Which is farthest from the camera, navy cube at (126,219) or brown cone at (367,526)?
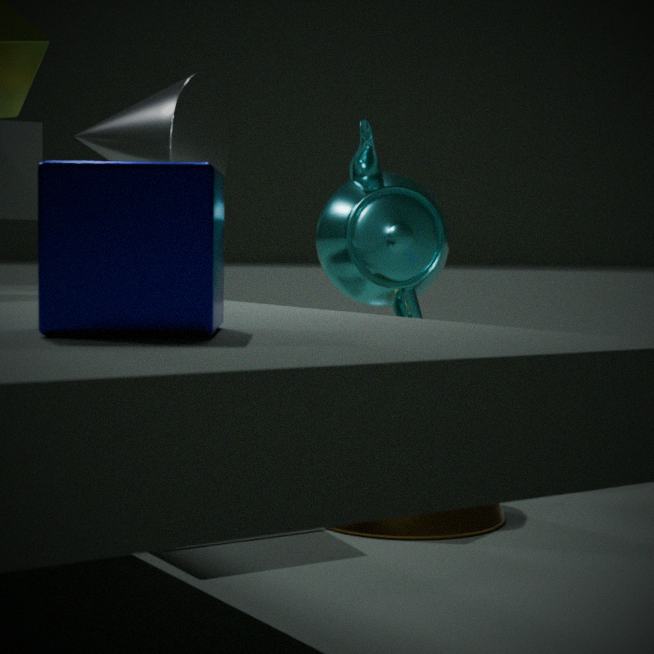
brown cone at (367,526)
